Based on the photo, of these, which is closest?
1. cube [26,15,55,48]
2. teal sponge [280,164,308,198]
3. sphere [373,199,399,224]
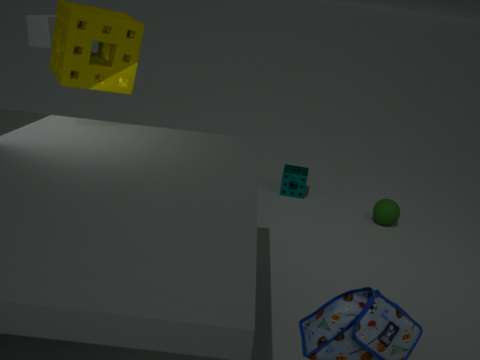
cube [26,15,55,48]
